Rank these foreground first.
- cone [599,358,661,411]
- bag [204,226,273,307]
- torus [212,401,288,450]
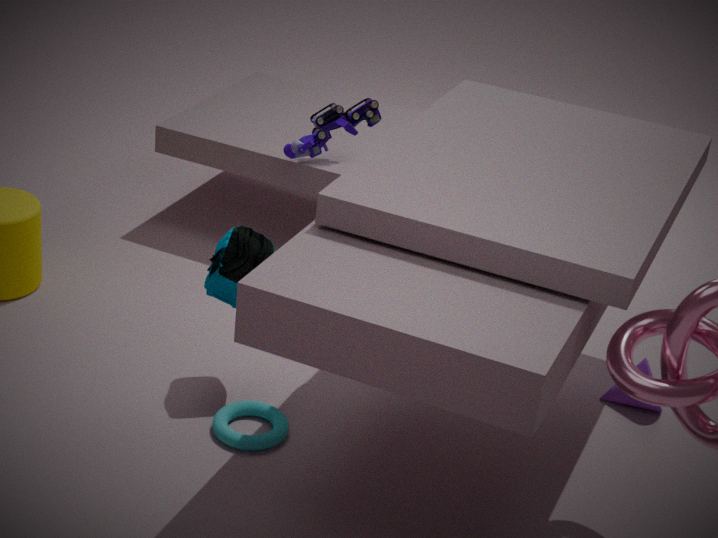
torus [212,401,288,450]
bag [204,226,273,307]
cone [599,358,661,411]
